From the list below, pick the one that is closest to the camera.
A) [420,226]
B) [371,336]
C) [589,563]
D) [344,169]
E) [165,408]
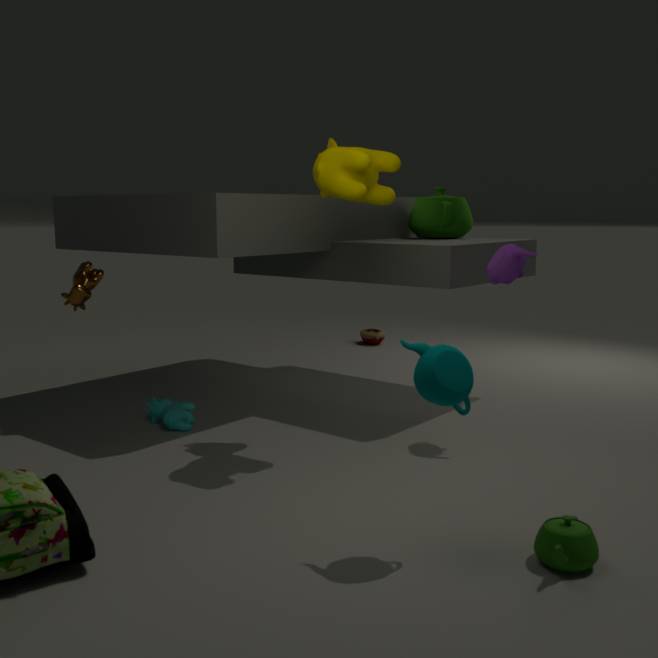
[589,563]
